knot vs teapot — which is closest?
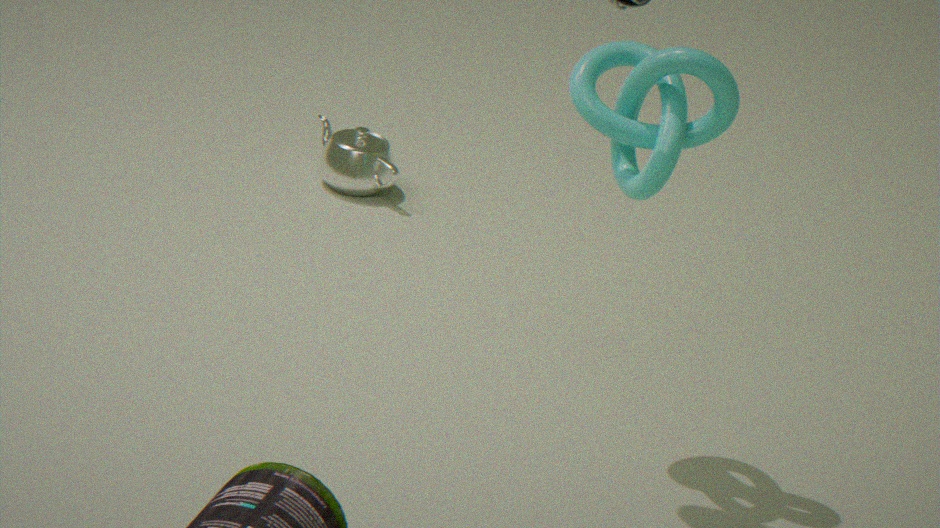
knot
